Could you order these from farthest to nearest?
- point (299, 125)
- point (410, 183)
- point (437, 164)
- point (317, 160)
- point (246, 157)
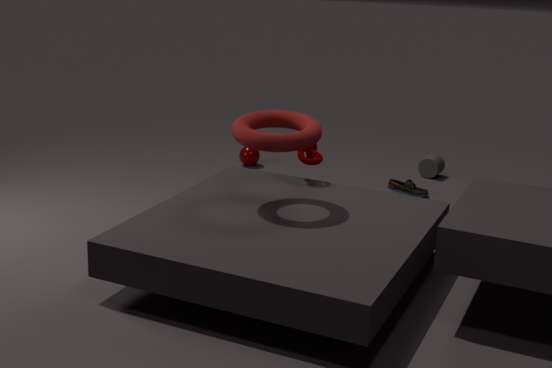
1. point (246, 157)
2. point (437, 164)
3. point (410, 183)
4. point (317, 160)
5. point (299, 125)
